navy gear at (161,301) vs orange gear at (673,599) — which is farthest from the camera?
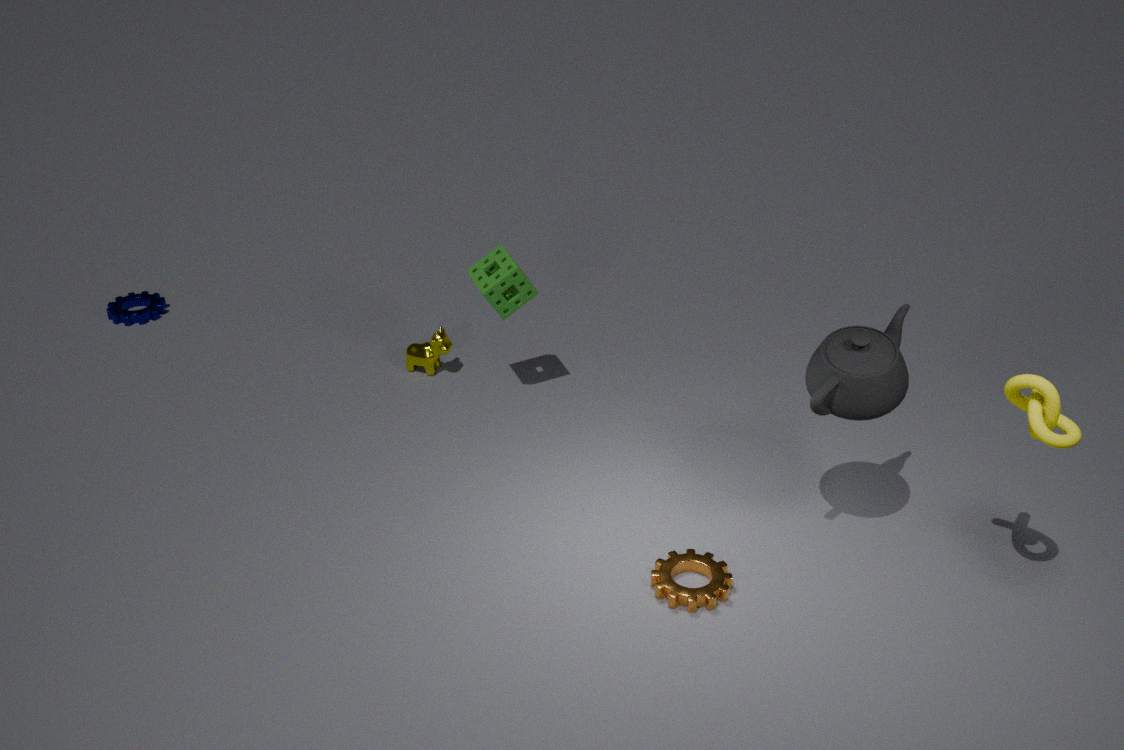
navy gear at (161,301)
